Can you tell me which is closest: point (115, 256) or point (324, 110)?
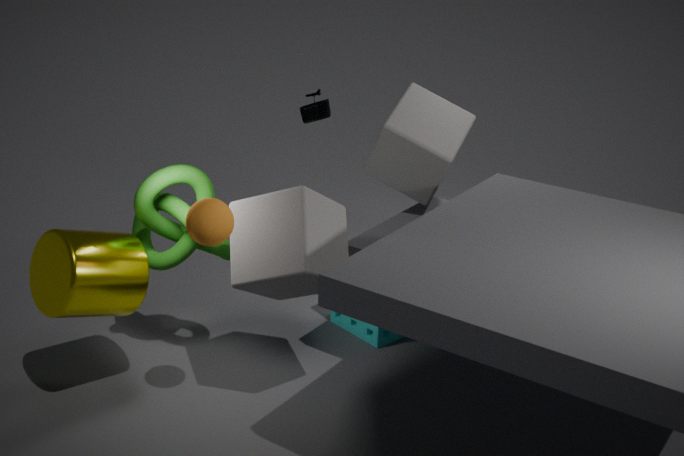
→ point (115, 256)
